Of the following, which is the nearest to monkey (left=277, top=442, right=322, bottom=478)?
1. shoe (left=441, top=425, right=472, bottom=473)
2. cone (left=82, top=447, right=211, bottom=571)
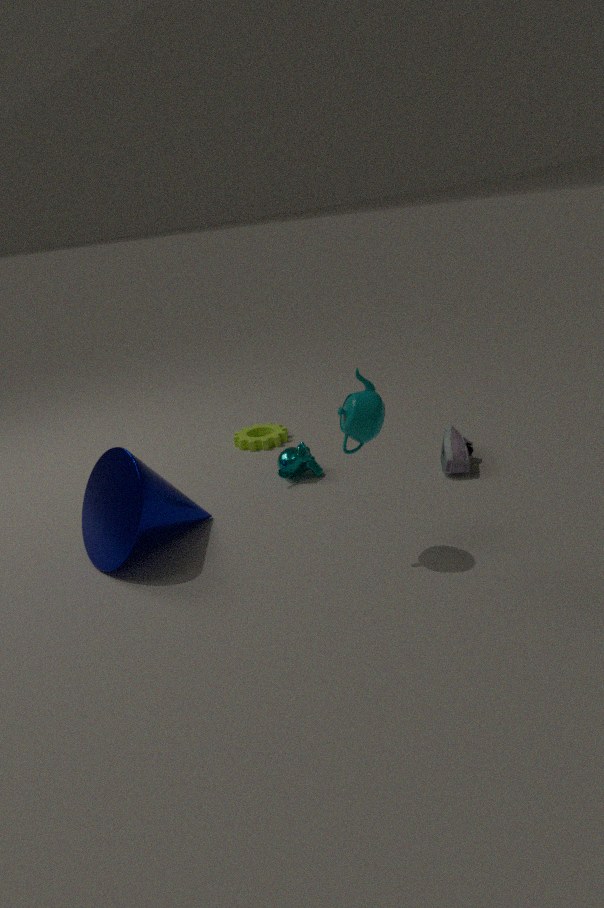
cone (left=82, top=447, right=211, bottom=571)
